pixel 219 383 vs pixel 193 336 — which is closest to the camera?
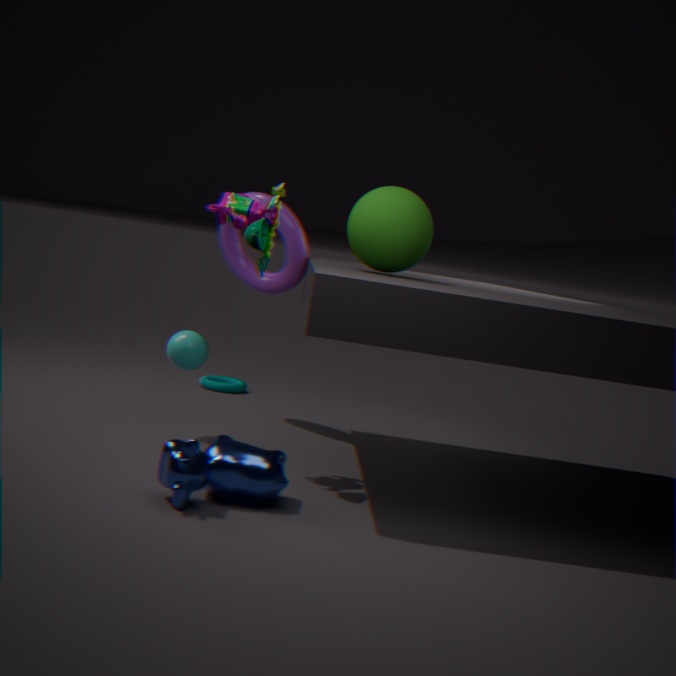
pixel 193 336
